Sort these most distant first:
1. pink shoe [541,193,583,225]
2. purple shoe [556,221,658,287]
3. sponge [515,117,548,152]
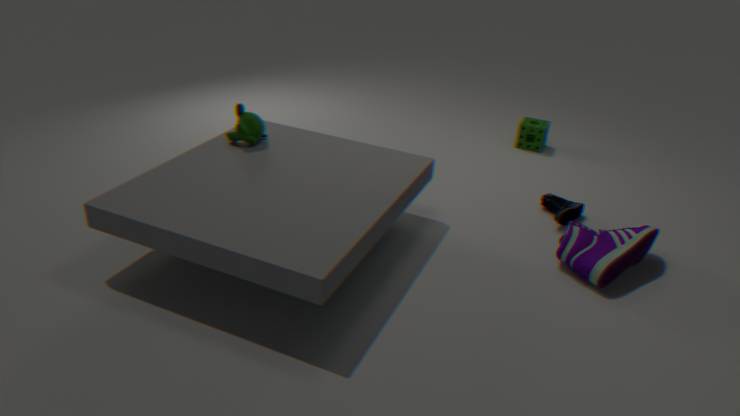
sponge [515,117,548,152] < pink shoe [541,193,583,225] < purple shoe [556,221,658,287]
